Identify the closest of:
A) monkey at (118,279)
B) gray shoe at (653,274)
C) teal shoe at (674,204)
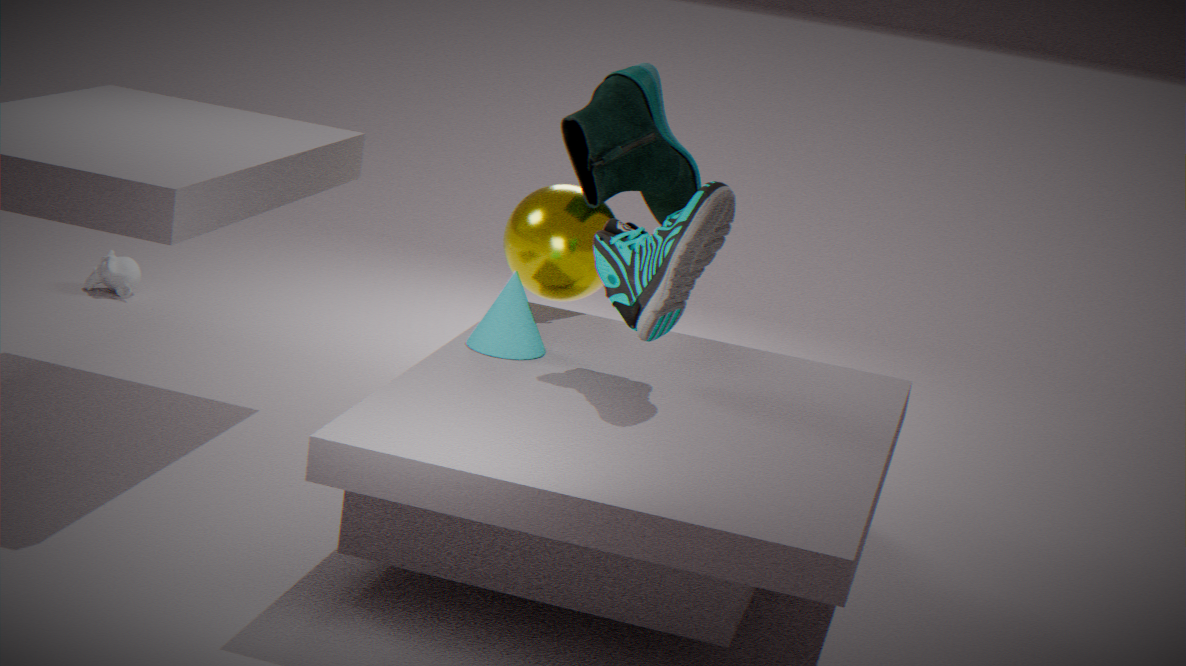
gray shoe at (653,274)
